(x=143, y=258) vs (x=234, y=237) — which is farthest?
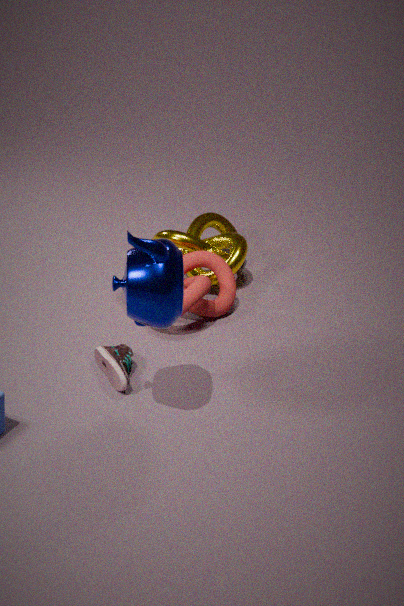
(x=234, y=237)
